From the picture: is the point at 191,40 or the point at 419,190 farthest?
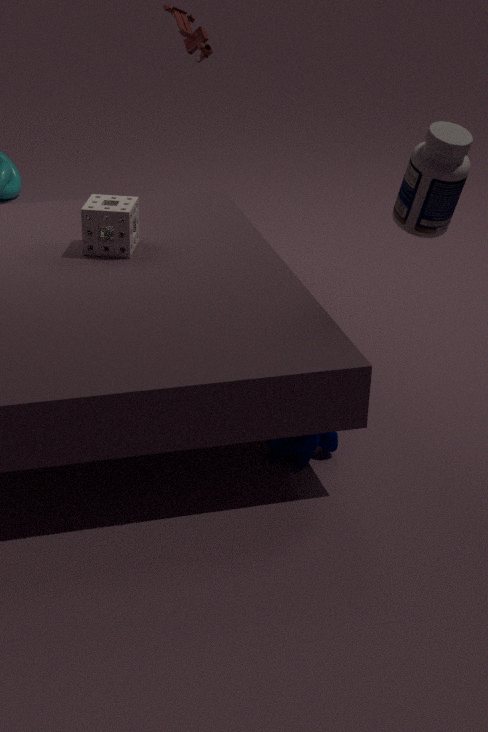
the point at 191,40
